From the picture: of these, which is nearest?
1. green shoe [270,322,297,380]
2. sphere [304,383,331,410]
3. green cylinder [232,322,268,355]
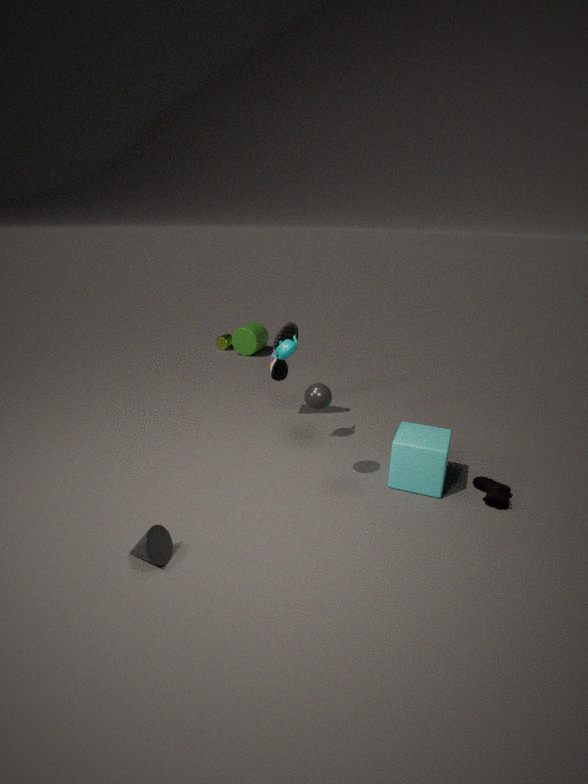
sphere [304,383,331,410]
